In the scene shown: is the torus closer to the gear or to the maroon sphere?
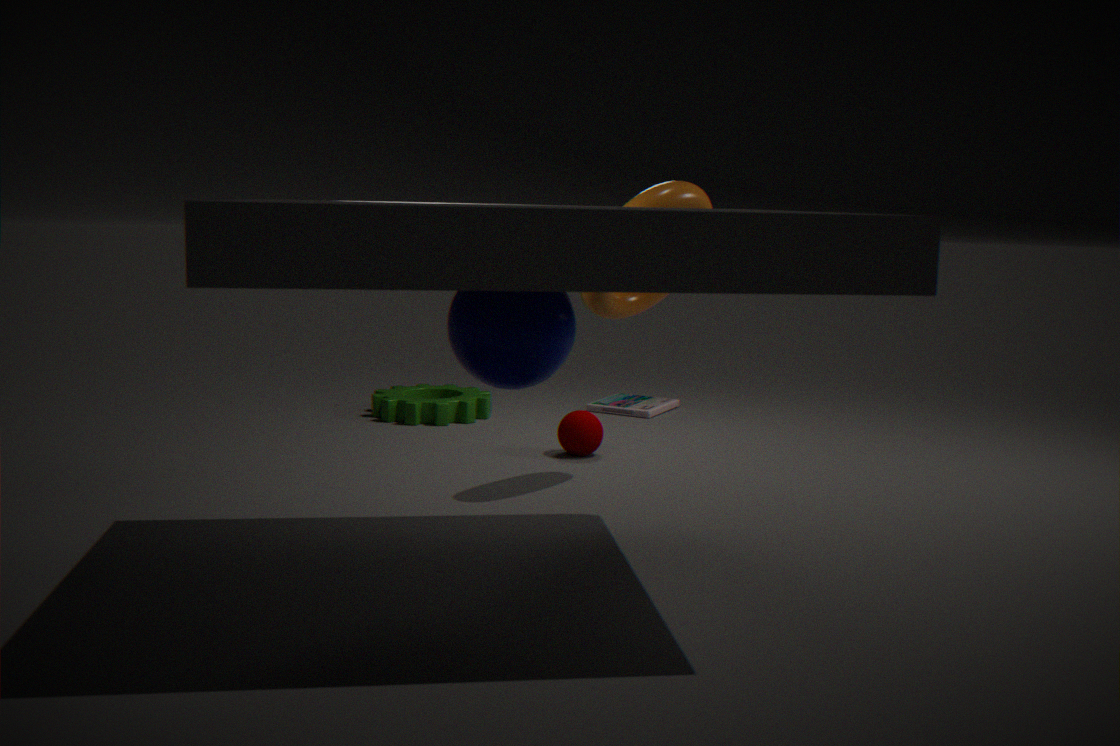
the maroon sphere
